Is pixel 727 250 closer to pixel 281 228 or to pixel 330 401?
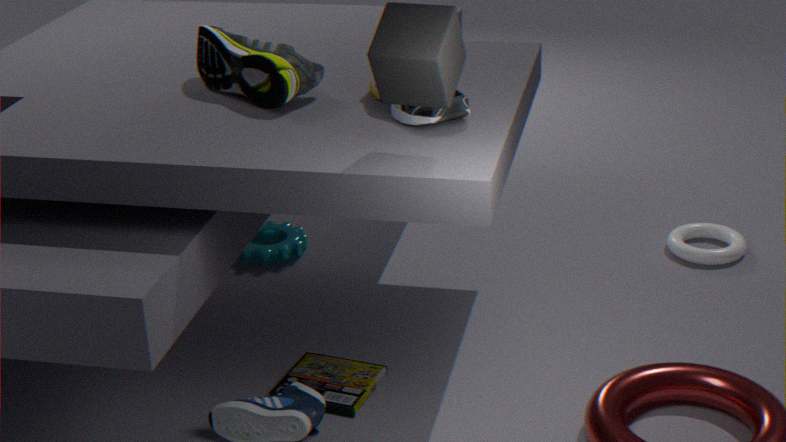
pixel 330 401
